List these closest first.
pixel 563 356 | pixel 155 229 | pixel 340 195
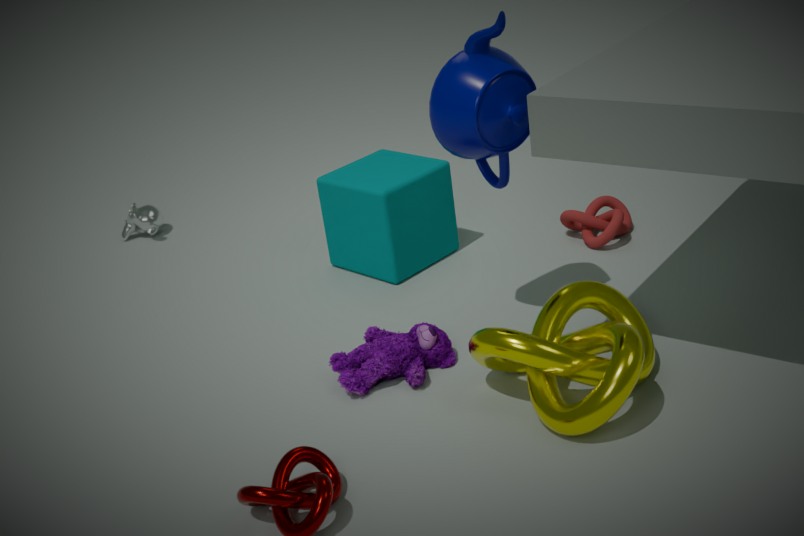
pixel 563 356
pixel 340 195
pixel 155 229
